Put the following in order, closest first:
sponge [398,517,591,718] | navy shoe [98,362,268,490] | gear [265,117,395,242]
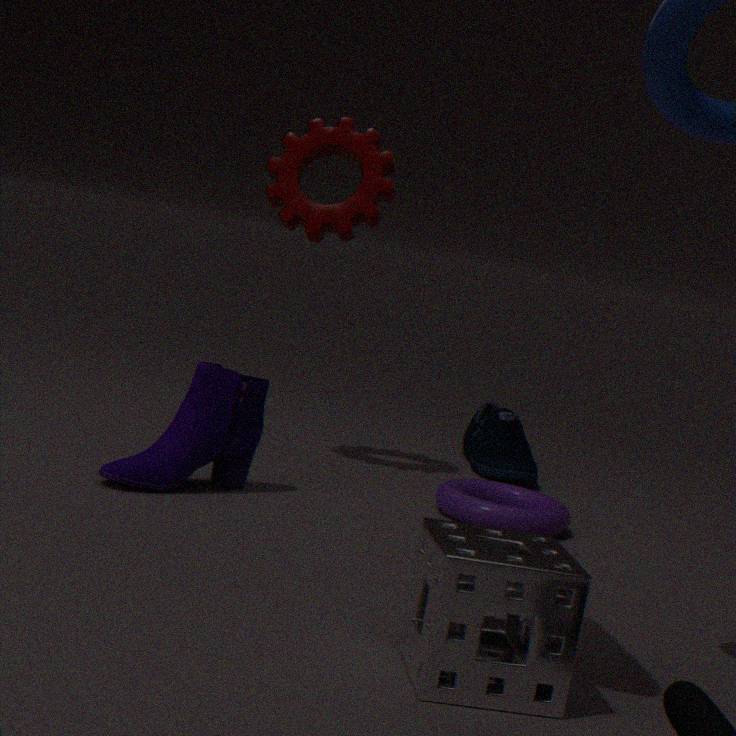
sponge [398,517,591,718]
navy shoe [98,362,268,490]
gear [265,117,395,242]
